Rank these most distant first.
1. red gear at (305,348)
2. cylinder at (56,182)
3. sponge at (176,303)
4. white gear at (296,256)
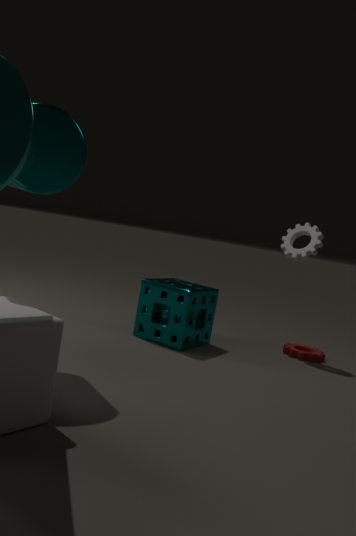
red gear at (305,348) < white gear at (296,256) < sponge at (176,303) < cylinder at (56,182)
